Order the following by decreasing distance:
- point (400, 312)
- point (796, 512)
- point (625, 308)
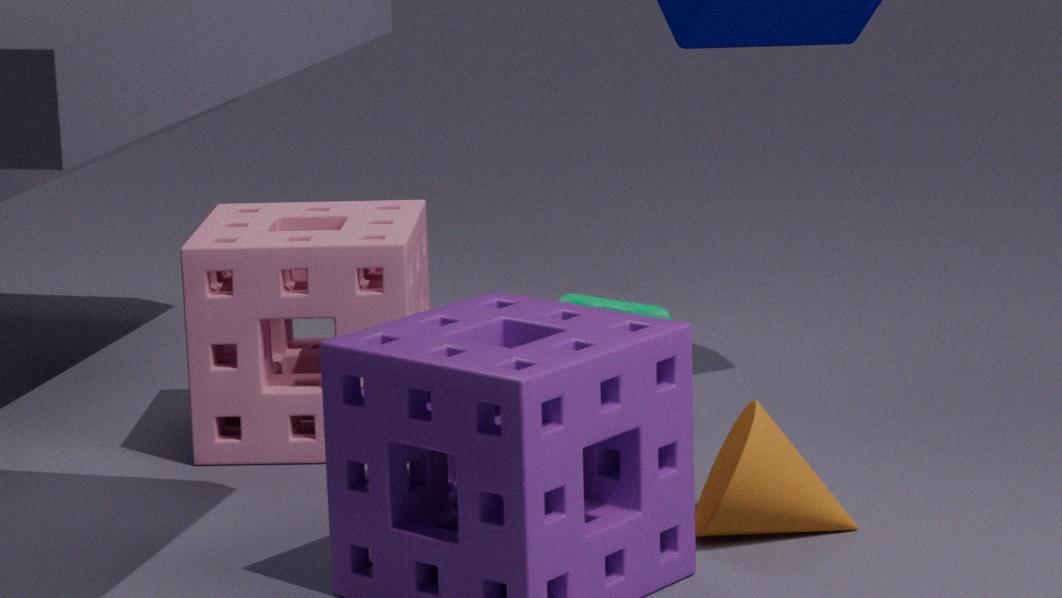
point (625, 308) < point (400, 312) < point (796, 512)
